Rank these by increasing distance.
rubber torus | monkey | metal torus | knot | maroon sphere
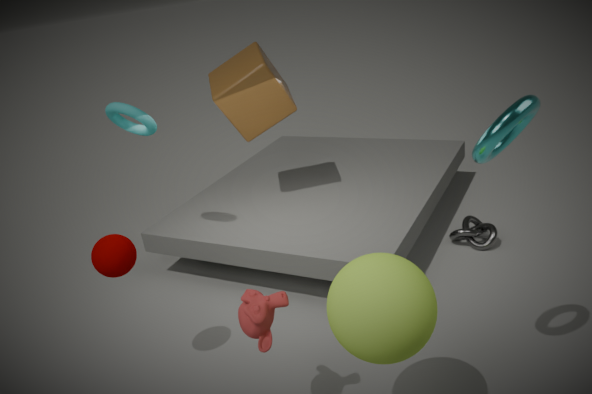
metal torus
monkey
maroon sphere
rubber torus
knot
